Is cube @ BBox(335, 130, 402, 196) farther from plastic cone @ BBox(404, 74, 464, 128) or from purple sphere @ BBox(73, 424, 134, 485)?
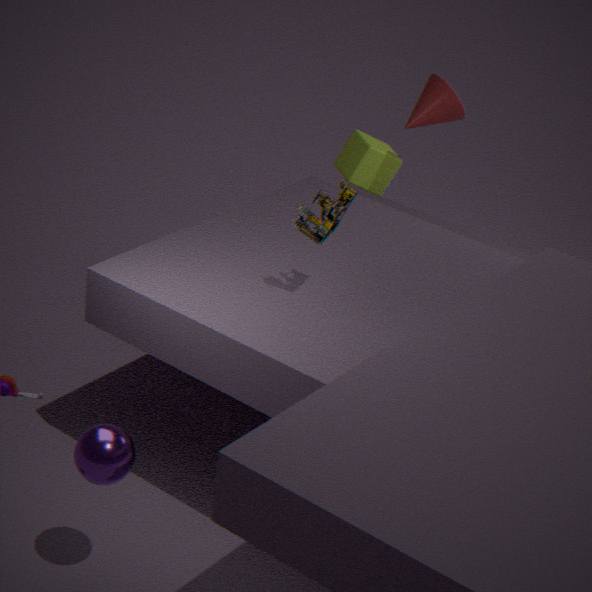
purple sphere @ BBox(73, 424, 134, 485)
